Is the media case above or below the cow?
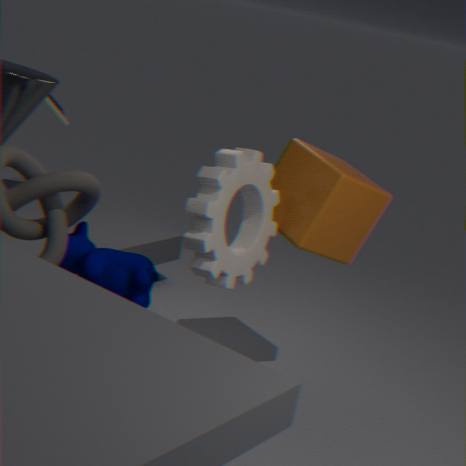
above
